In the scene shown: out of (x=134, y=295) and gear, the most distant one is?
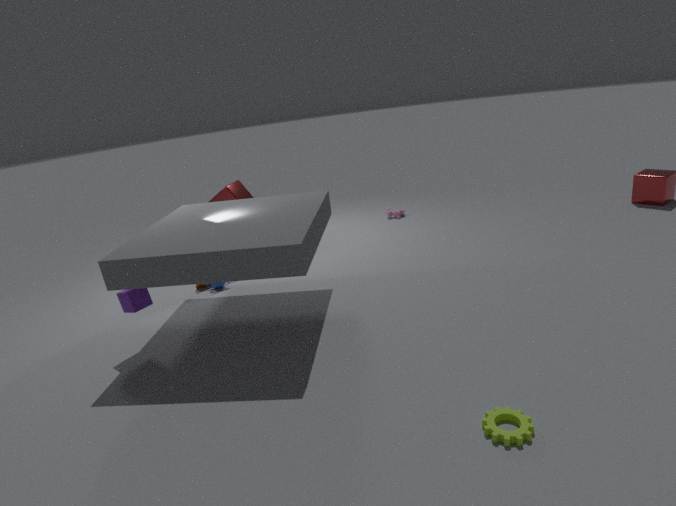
(x=134, y=295)
